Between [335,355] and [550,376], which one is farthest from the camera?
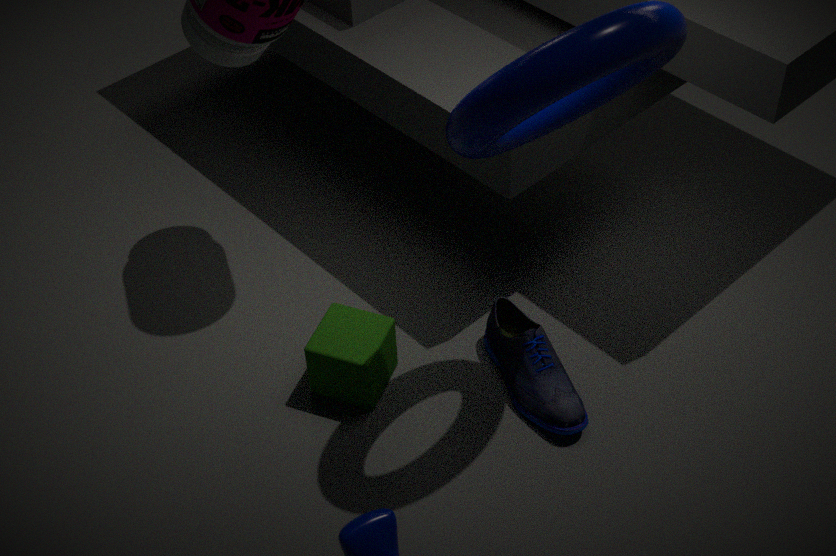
[550,376]
